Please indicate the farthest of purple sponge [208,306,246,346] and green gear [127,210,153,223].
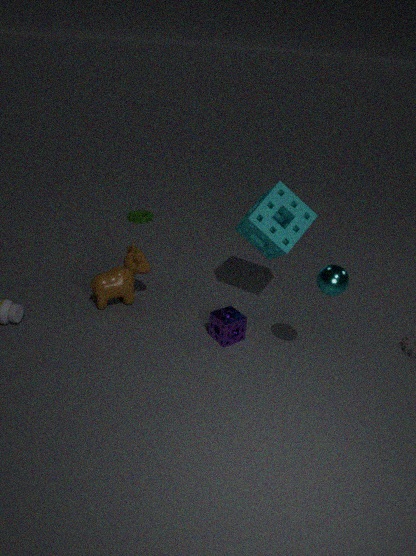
green gear [127,210,153,223]
